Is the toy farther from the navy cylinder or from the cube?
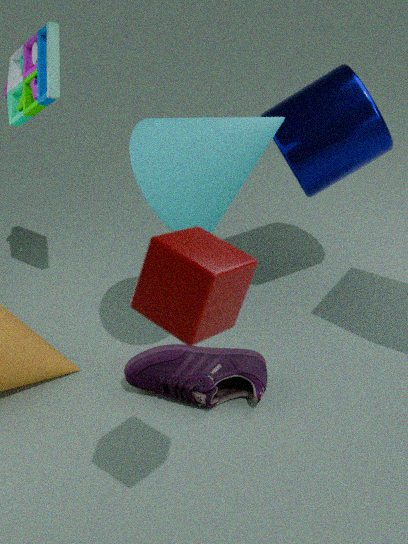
the cube
